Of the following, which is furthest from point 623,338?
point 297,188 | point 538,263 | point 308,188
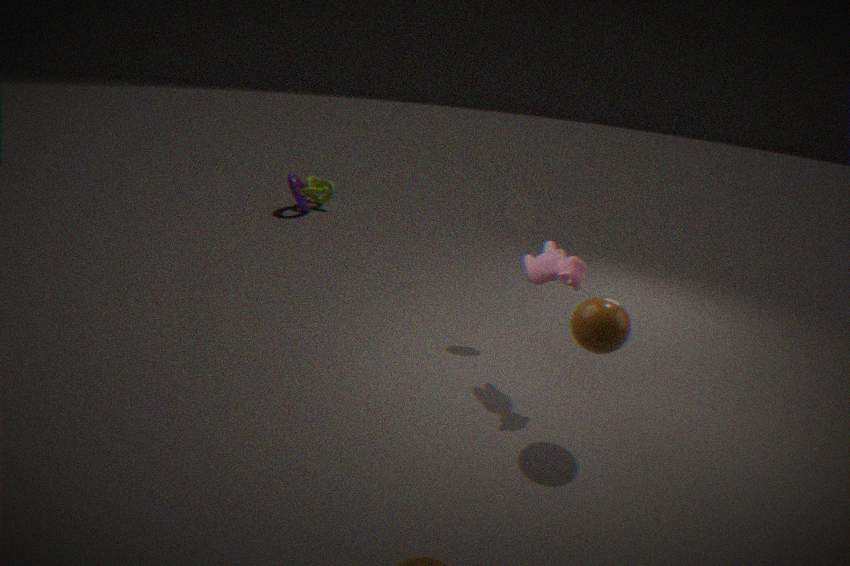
point 308,188
